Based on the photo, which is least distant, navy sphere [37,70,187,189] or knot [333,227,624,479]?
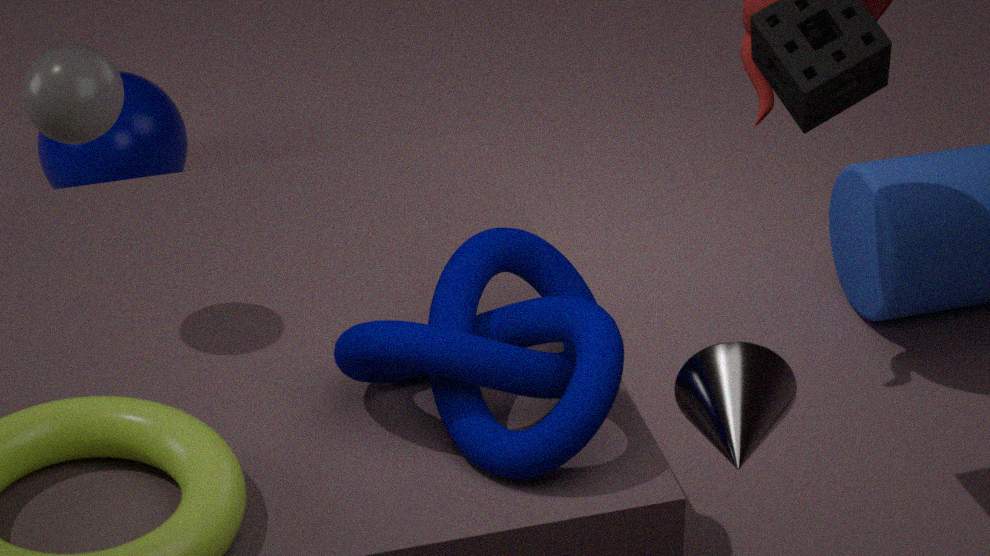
knot [333,227,624,479]
